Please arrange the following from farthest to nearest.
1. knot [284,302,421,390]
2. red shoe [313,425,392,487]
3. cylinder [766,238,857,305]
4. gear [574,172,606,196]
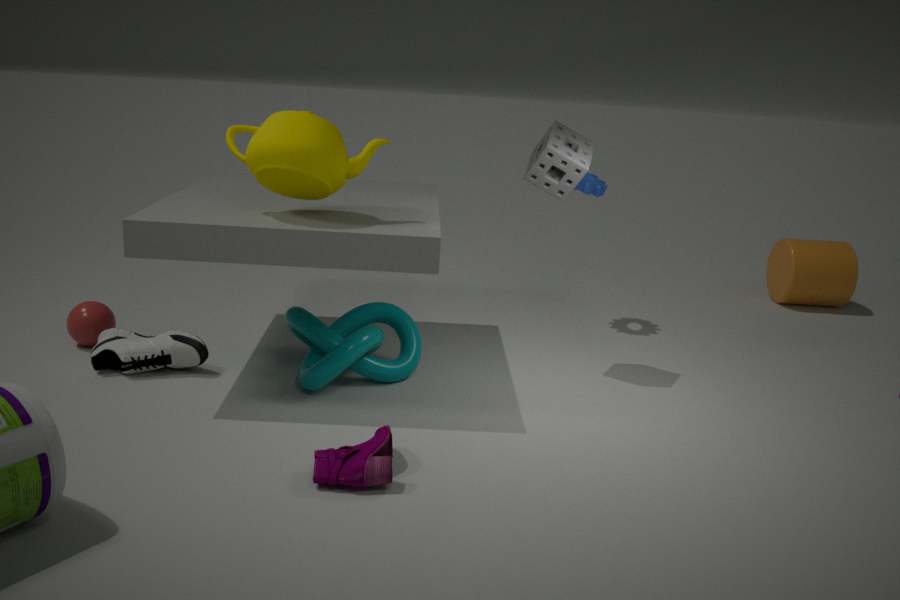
cylinder [766,238,857,305], gear [574,172,606,196], knot [284,302,421,390], red shoe [313,425,392,487]
